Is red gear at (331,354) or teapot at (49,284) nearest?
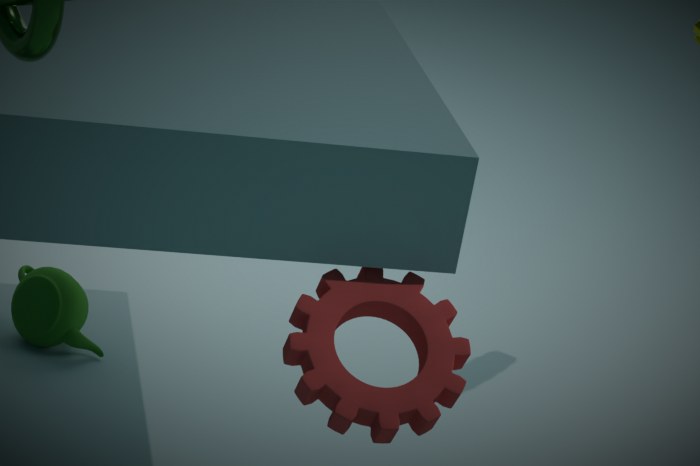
red gear at (331,354)
